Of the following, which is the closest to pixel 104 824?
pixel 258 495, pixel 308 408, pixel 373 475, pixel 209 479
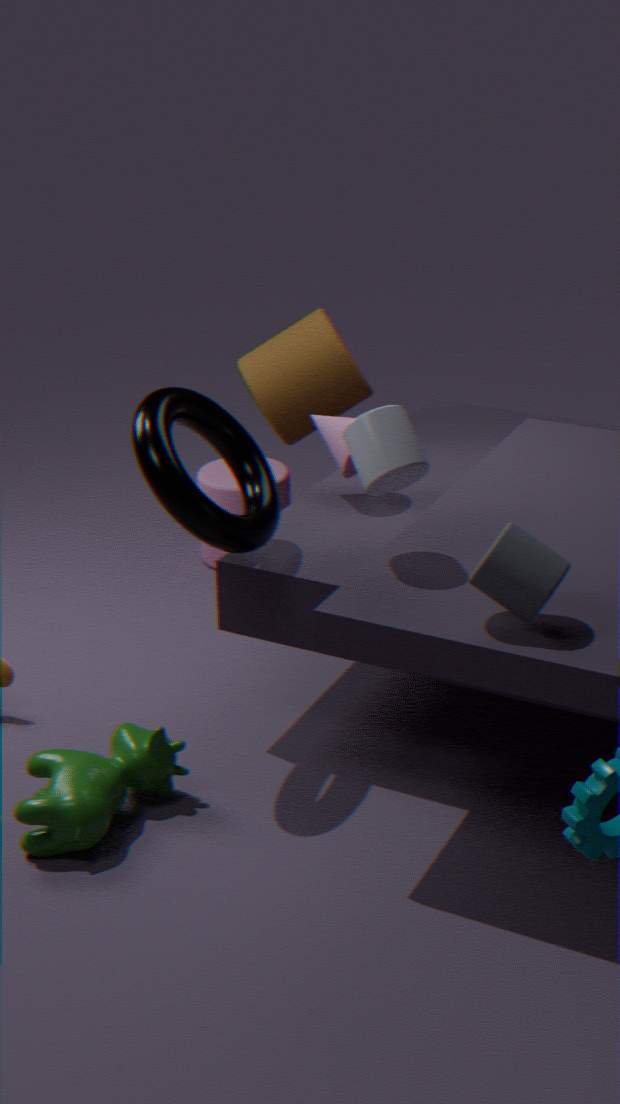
pixel 258 495
